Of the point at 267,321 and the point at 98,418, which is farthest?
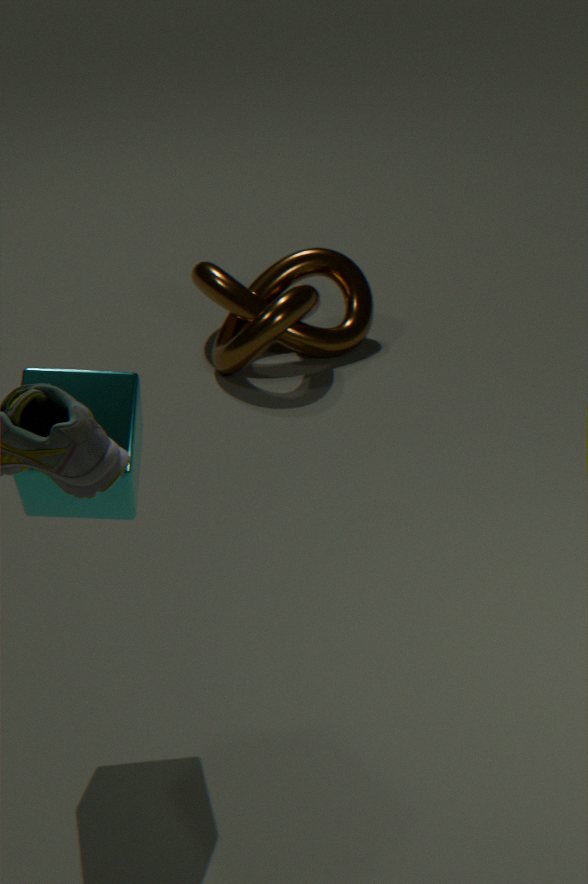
the point at 267,321
